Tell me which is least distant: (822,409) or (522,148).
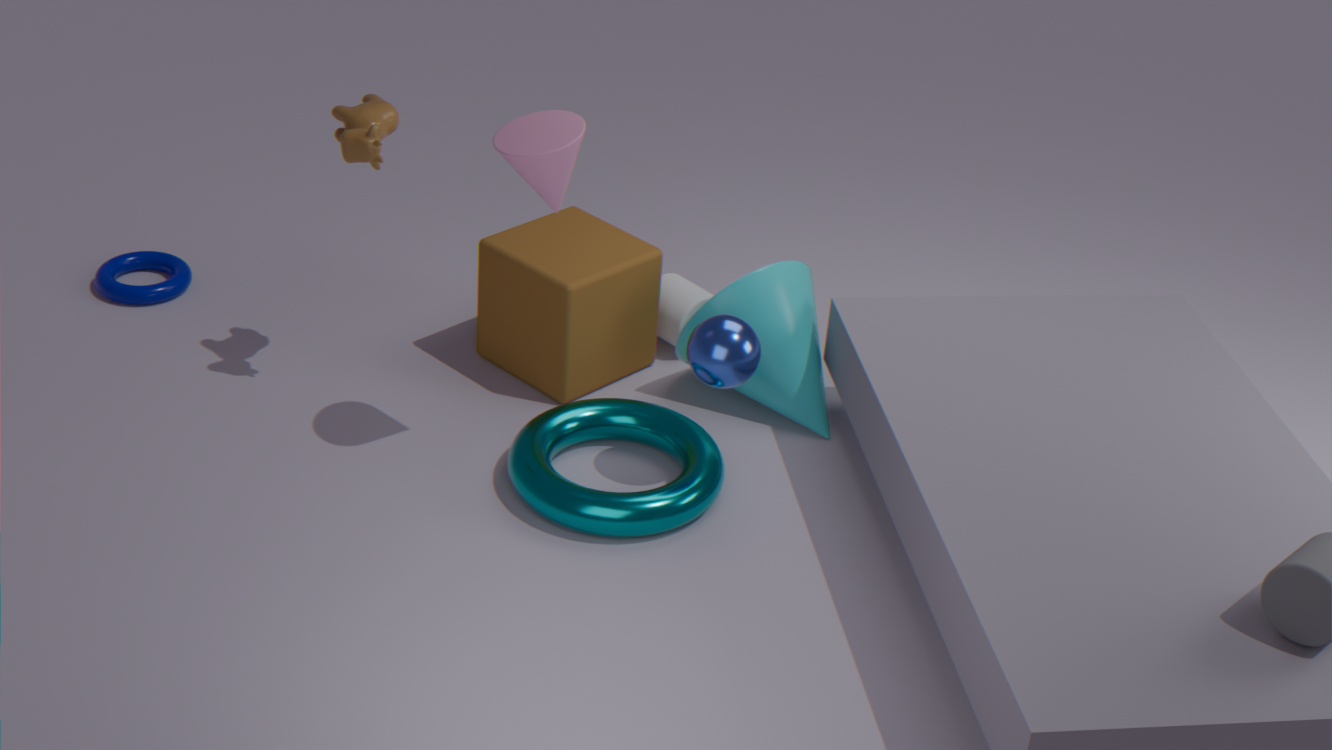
(522,148)
